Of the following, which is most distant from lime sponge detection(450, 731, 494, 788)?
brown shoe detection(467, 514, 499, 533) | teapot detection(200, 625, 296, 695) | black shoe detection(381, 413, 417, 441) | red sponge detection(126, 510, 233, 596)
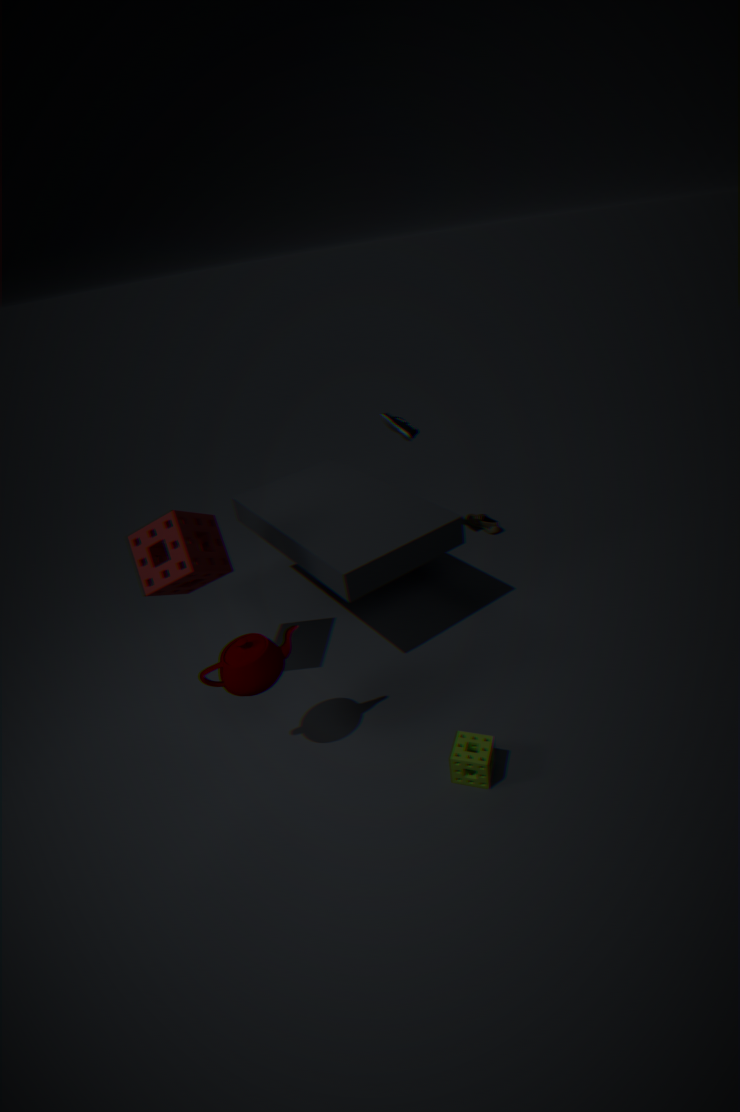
brown shoe detection(467, 514, 499, 533)
